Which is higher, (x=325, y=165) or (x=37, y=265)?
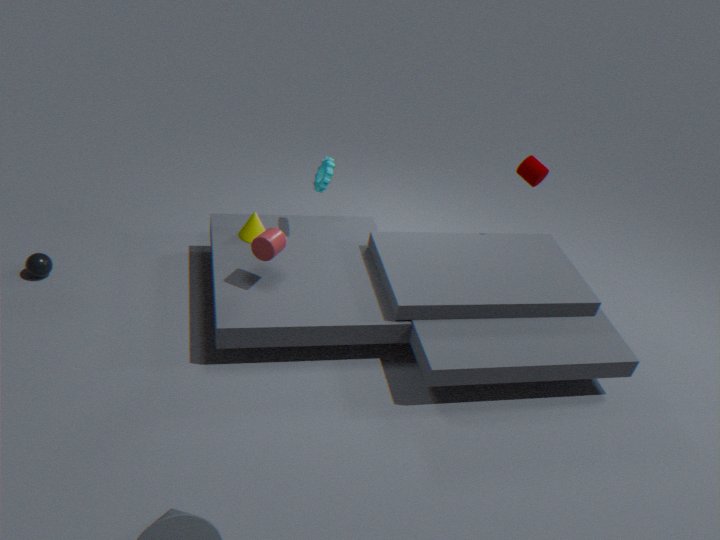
(x=325, y=165)
